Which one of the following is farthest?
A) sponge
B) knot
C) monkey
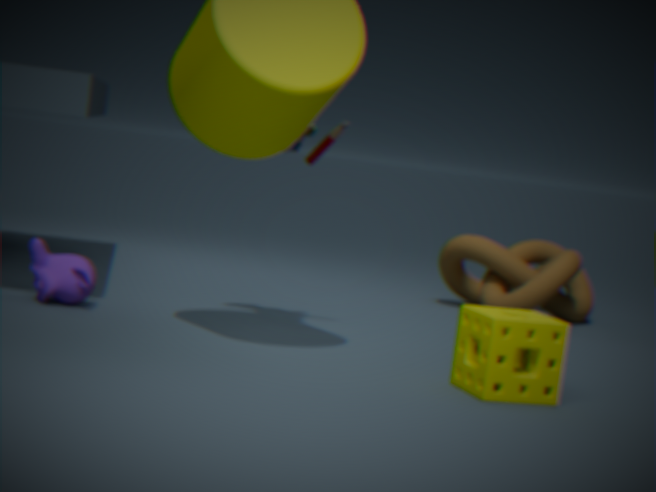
knot
